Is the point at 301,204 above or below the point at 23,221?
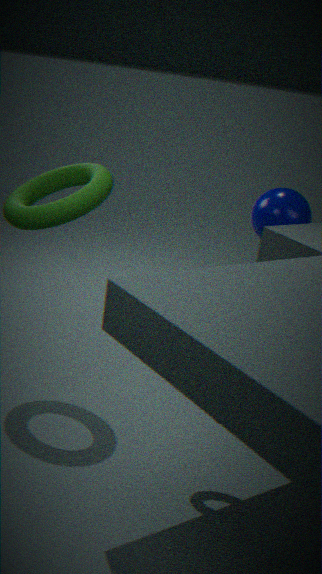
below
